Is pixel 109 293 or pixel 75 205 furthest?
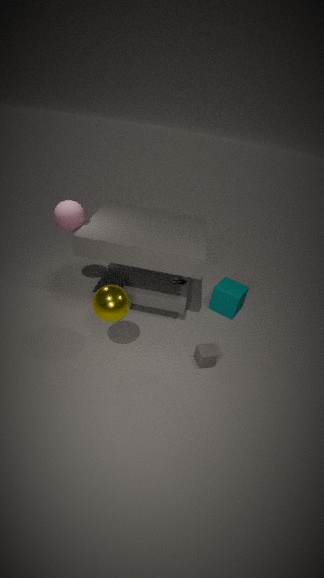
pixel 75 205
